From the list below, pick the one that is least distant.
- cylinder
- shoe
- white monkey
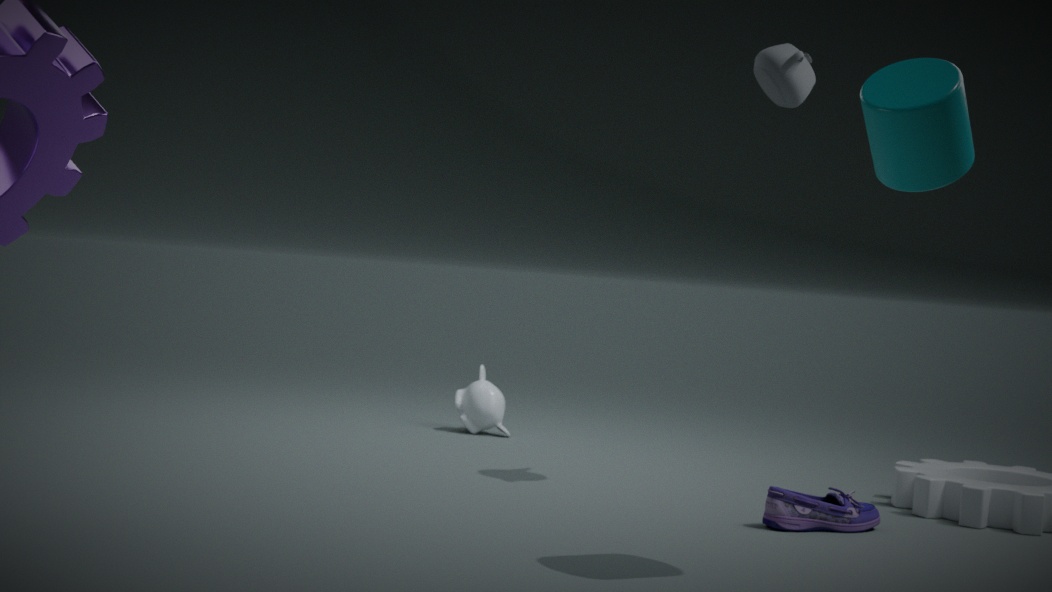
cylinder
